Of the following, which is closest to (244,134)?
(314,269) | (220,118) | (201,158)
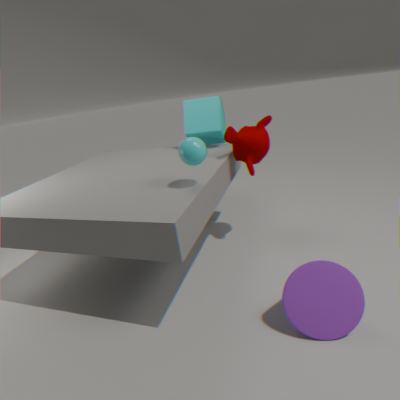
(220,118)
